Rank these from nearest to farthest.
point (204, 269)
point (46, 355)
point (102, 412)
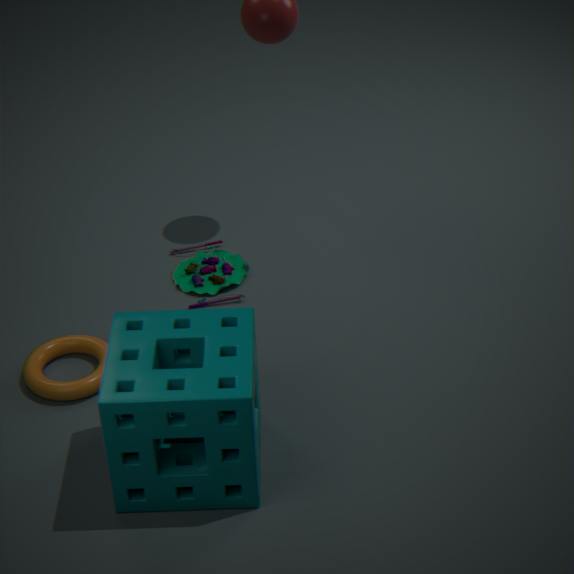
point (102, 412) → point (46, 355) → point (204, 269)
